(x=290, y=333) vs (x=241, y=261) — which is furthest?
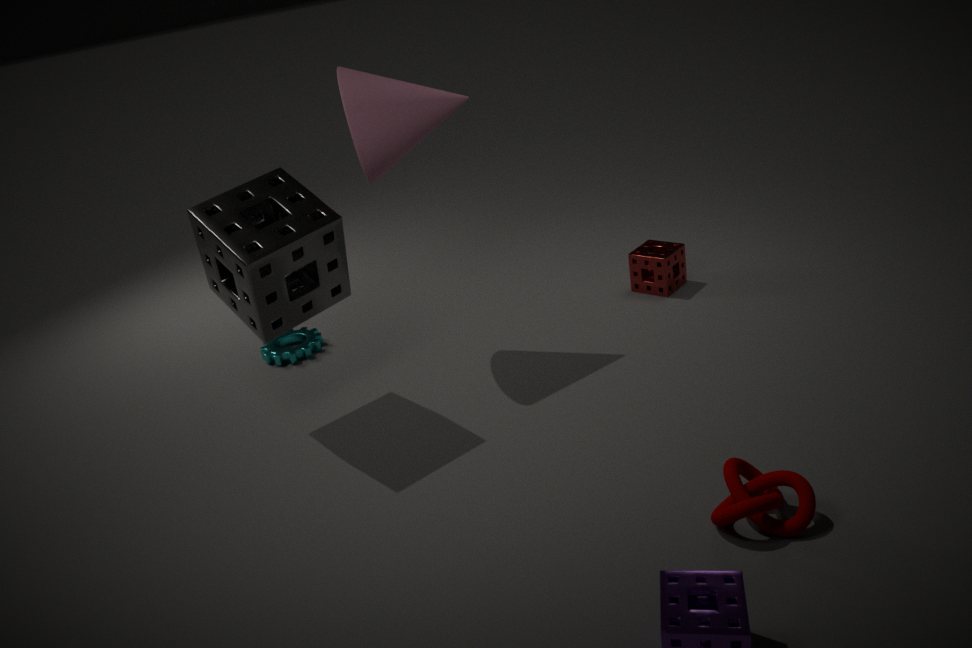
(x=290, y=333)
